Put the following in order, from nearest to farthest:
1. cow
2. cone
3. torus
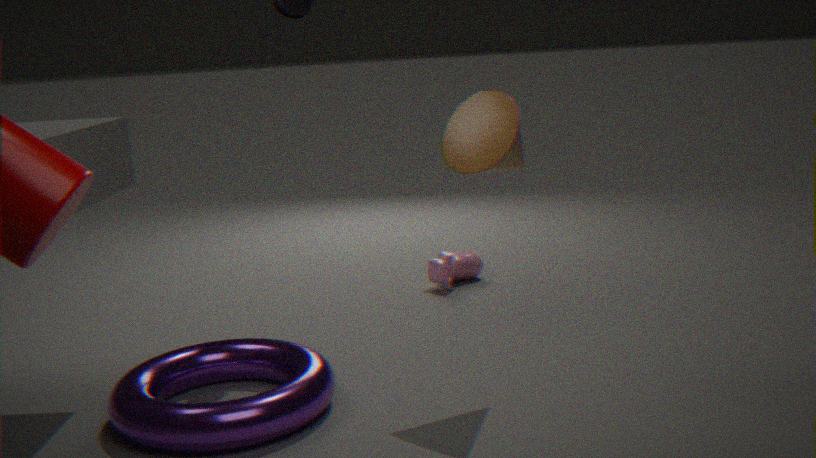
torus, cone, cow
